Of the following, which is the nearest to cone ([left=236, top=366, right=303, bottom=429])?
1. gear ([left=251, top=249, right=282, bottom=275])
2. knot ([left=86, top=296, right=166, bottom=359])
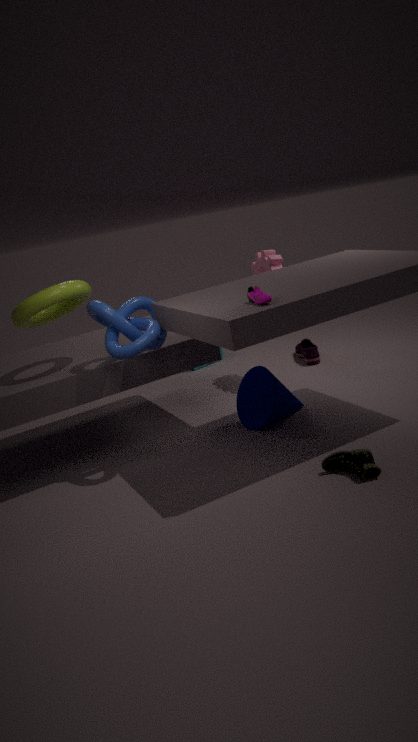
knot ([left=86, top=296, right=166, bottom=359])
